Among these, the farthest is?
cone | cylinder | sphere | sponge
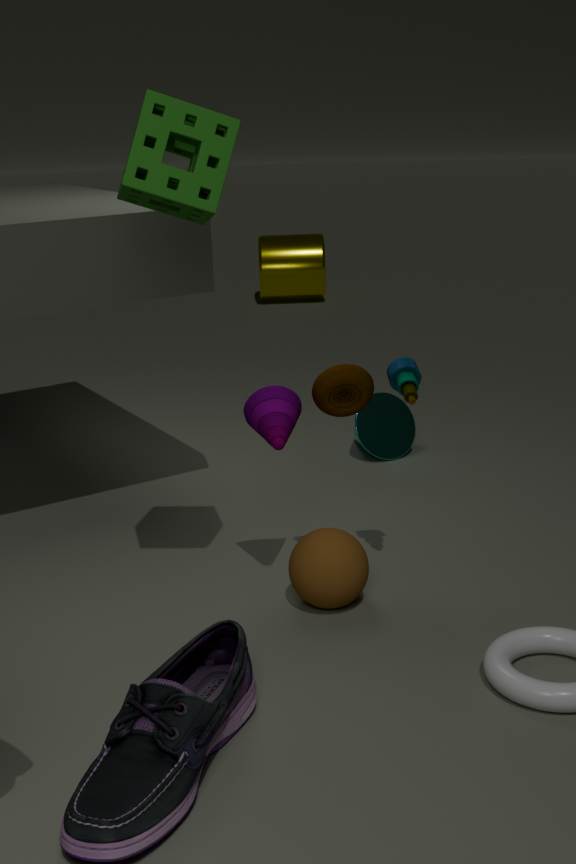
cylinder
